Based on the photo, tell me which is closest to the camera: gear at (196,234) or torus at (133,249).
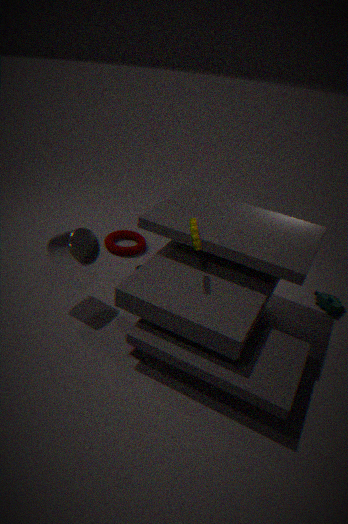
gear at (196,234)
